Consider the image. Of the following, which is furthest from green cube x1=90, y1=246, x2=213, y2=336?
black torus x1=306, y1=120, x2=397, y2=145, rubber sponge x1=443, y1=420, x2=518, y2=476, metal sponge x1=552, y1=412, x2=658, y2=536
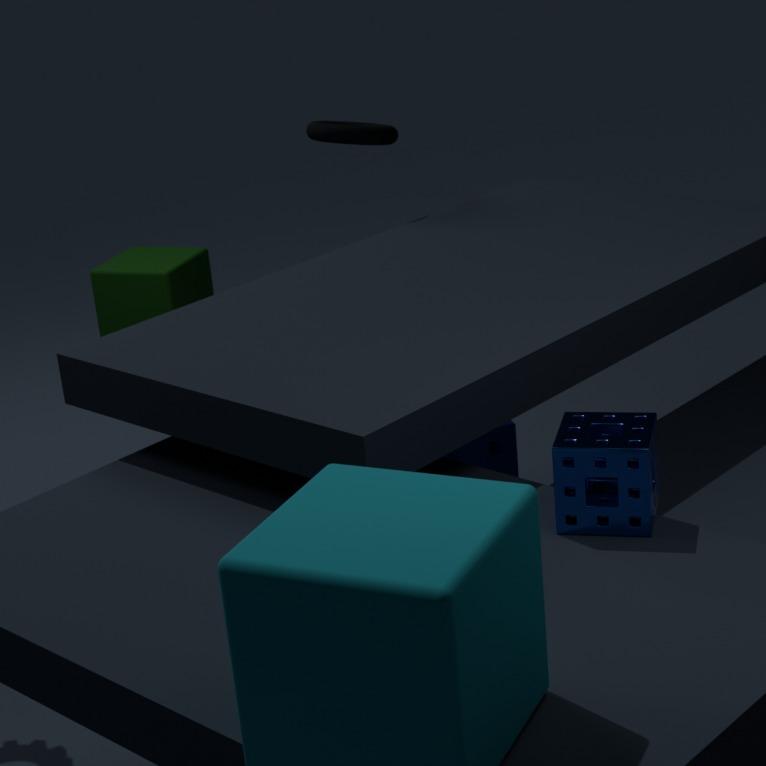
metal sponge x1=552, y1=412, x2=658, y2=536
